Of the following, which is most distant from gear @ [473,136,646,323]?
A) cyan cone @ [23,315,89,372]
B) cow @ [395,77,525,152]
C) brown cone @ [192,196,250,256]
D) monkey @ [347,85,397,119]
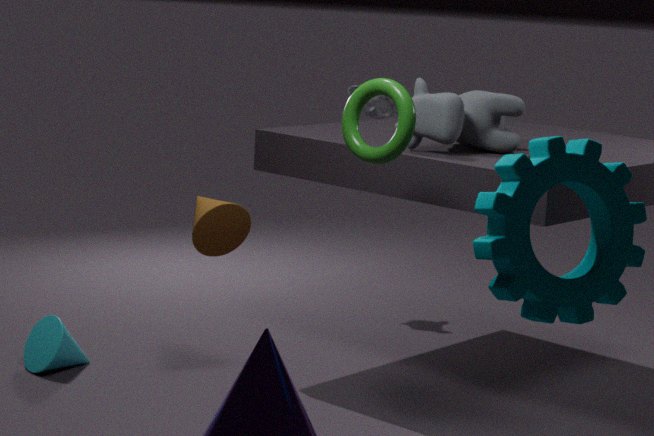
monkey @ [347,85,397,119]
